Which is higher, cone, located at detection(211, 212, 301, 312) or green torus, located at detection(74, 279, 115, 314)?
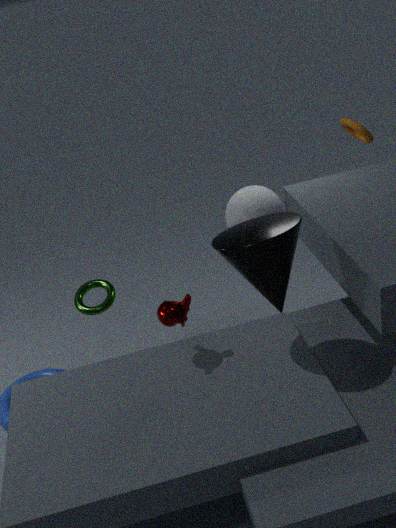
cone, located at detection(211, 212, 301, 312)
